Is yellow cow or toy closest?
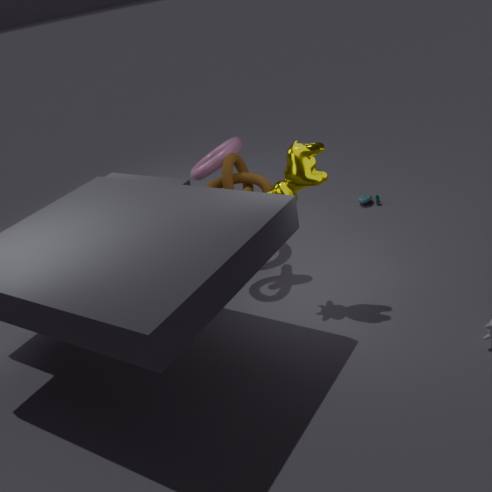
yellow cow
